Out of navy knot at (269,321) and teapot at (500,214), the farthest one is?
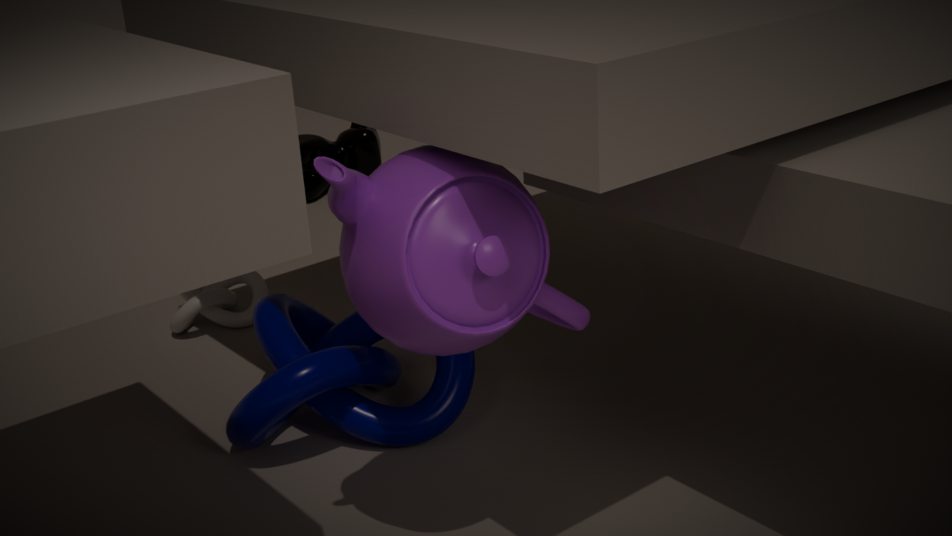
navy knot at (269,321)
